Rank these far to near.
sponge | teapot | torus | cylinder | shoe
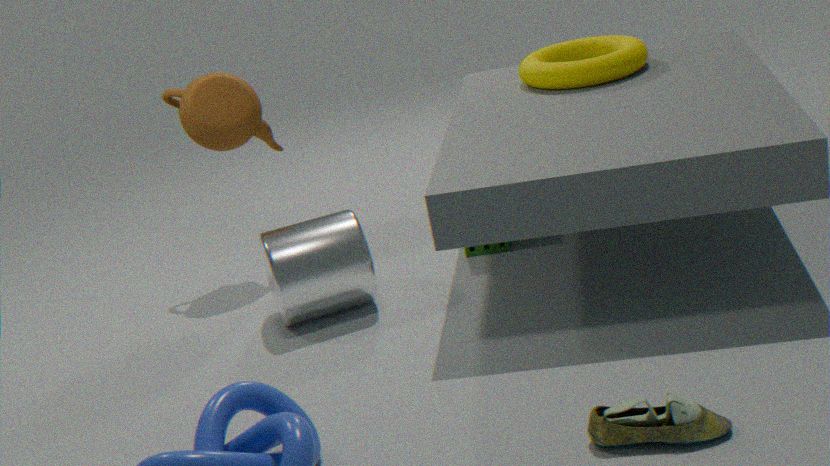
teapot → sponge → torus → cylinder → shoe
